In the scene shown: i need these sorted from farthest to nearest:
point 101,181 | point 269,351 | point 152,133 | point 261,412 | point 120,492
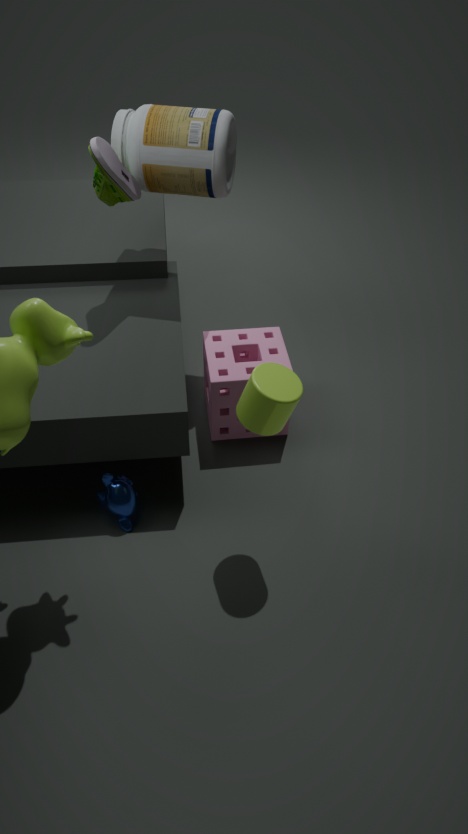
point 269,351
point 152,133
point 101,181
point 120,492
point 261,412
